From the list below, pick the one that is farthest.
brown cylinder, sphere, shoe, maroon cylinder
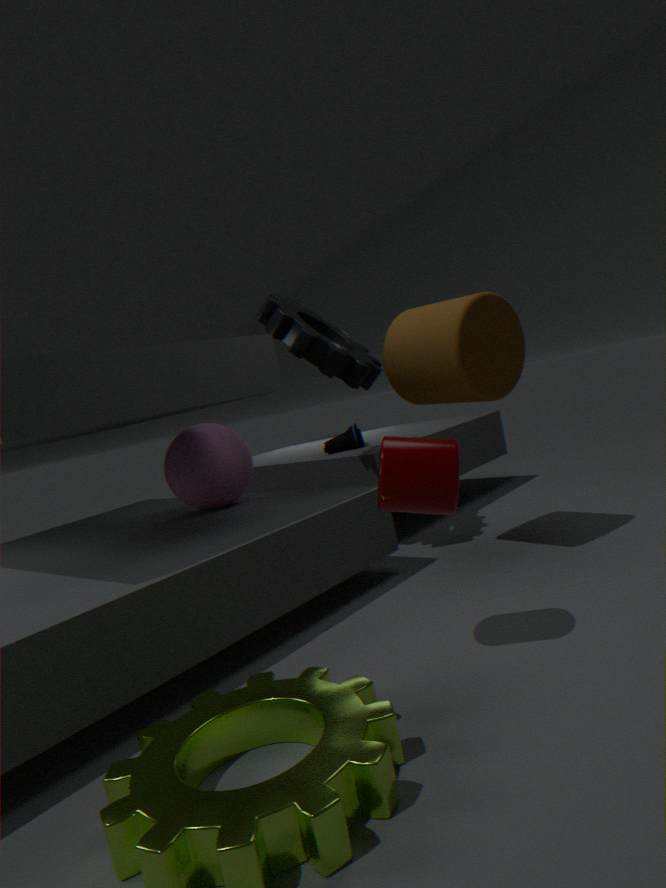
shoe
